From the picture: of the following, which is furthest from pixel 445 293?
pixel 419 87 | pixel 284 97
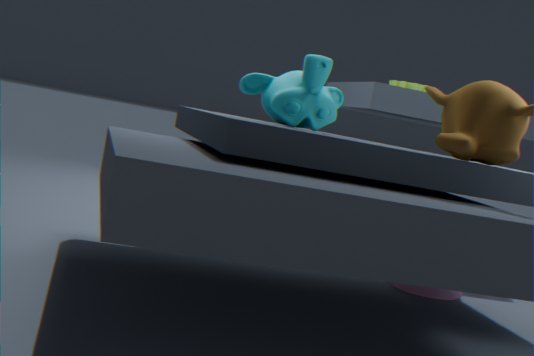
pixel 419 87
